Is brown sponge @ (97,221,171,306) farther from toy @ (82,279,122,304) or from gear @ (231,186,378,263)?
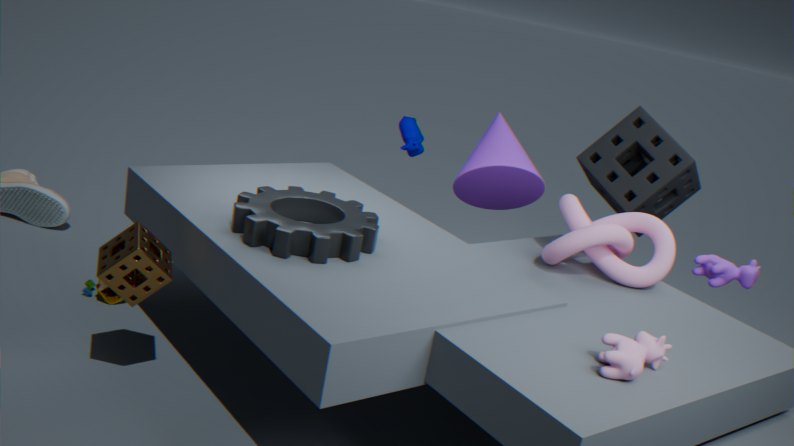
toy @ (82,279,122,304)
